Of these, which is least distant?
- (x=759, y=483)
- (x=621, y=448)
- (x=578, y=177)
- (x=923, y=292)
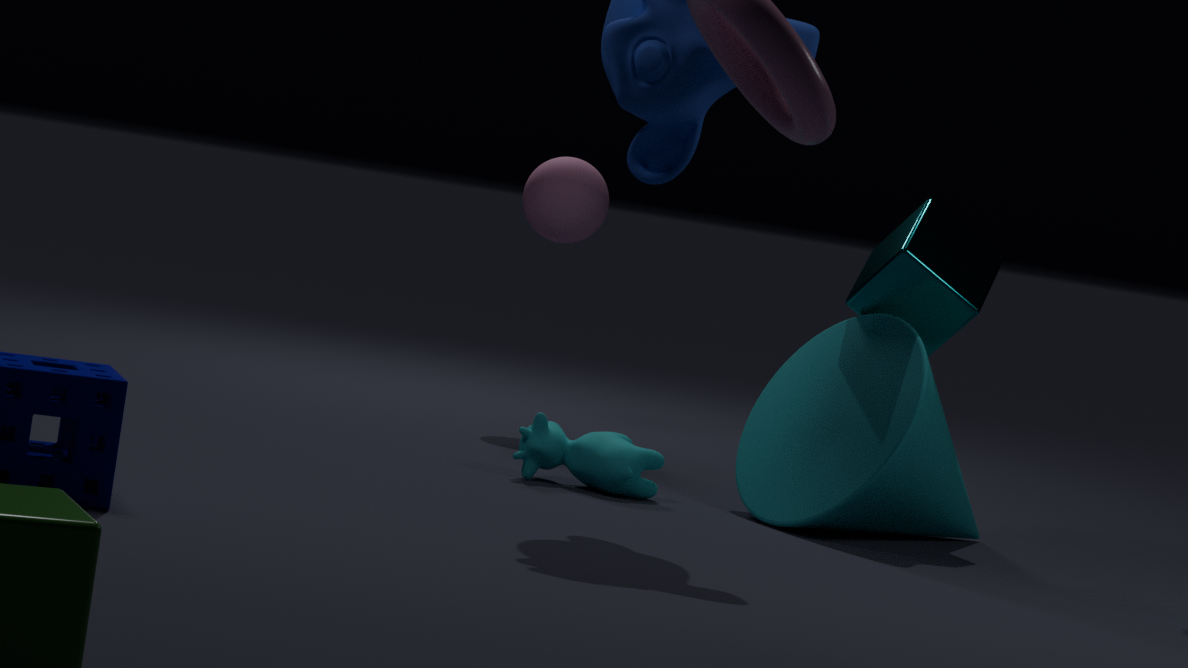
(x=621, y=448)
